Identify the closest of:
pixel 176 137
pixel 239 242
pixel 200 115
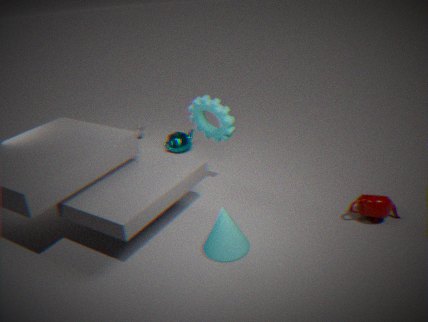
pixel 239 242
